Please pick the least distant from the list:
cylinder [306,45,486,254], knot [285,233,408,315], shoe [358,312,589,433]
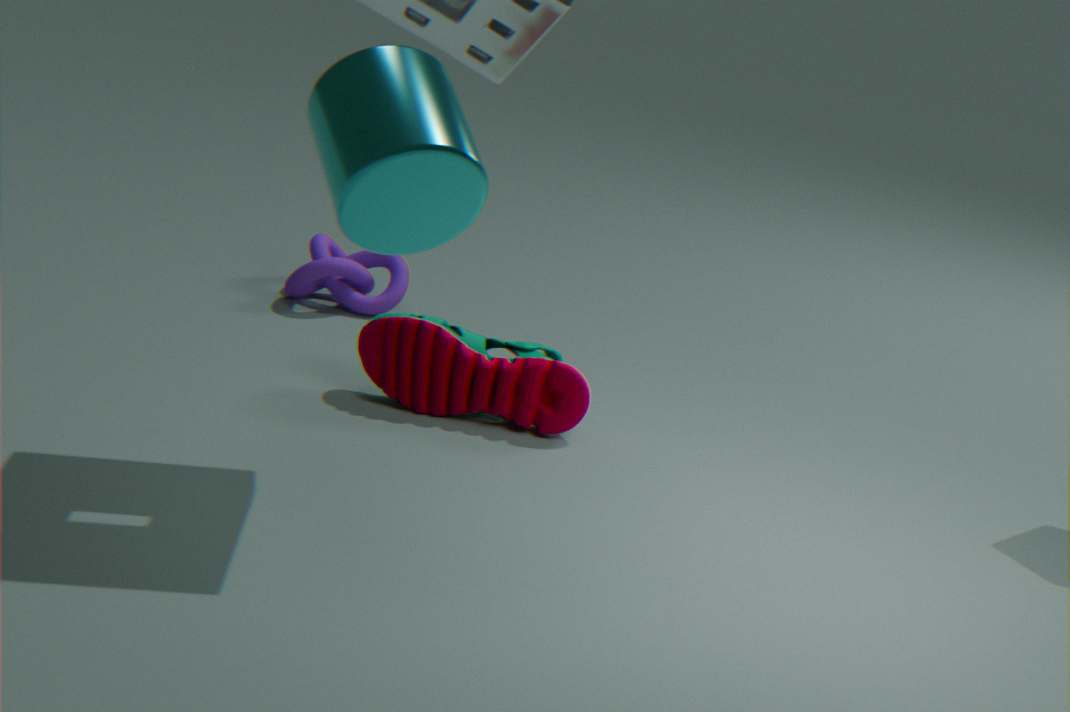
cylinder [306,45,486,254]
